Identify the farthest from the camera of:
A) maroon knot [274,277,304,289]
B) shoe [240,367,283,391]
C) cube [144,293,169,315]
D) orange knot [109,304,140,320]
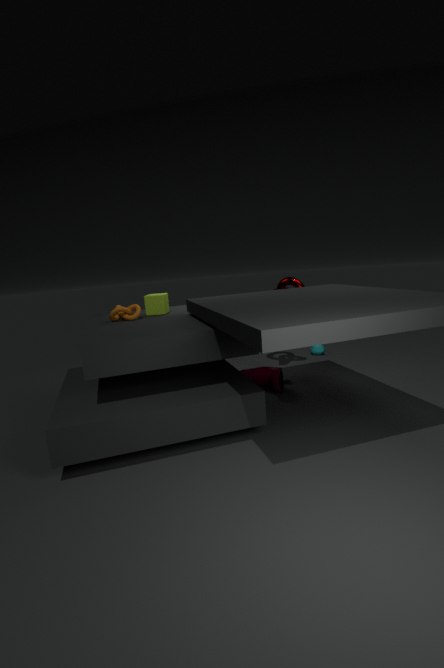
maroon knot [274,277,304,289]
